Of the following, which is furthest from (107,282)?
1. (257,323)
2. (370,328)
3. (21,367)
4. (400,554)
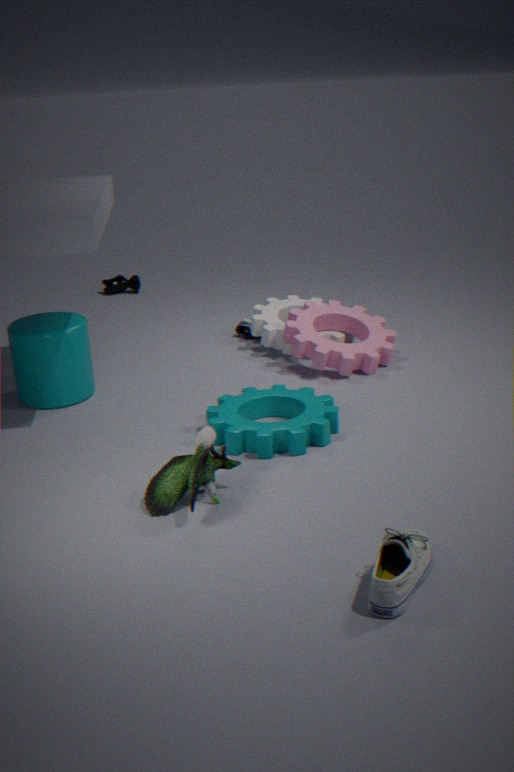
(400,554)
